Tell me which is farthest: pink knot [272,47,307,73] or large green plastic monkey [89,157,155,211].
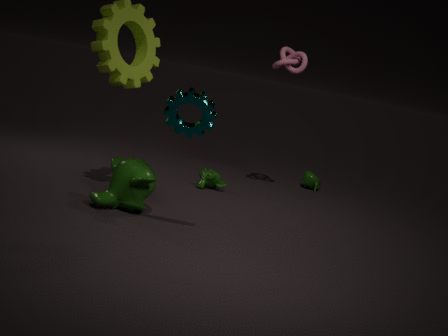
pink knot [272,47,307,73]
